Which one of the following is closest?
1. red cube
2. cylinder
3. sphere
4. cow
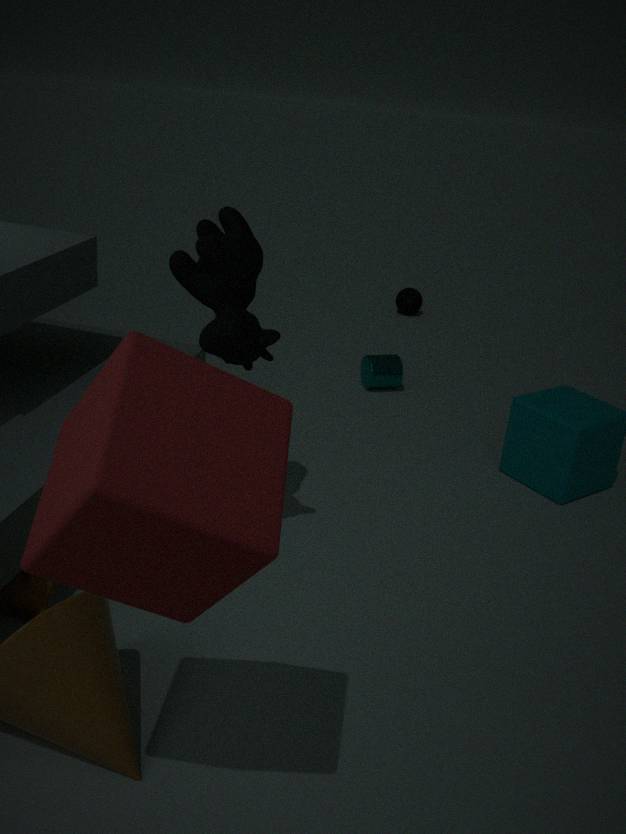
red cube
